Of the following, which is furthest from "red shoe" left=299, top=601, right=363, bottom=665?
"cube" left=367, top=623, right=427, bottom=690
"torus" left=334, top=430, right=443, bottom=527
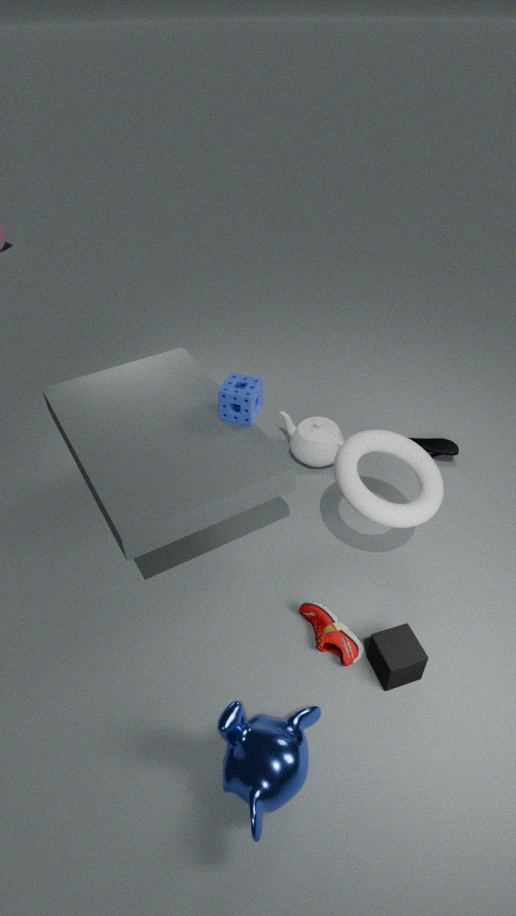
"torus" left=334, top=430, right=443, bottom=527
